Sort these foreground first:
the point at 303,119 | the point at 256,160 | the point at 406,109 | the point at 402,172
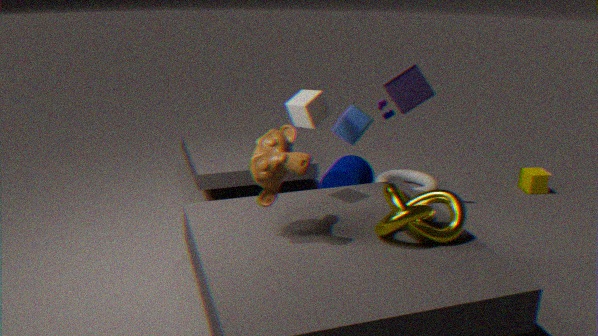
the point at 256,160 → the point at 303,119 → the point at 406,109 → the point at 402,172
